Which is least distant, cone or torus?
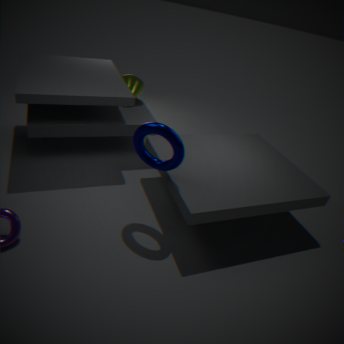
torus
